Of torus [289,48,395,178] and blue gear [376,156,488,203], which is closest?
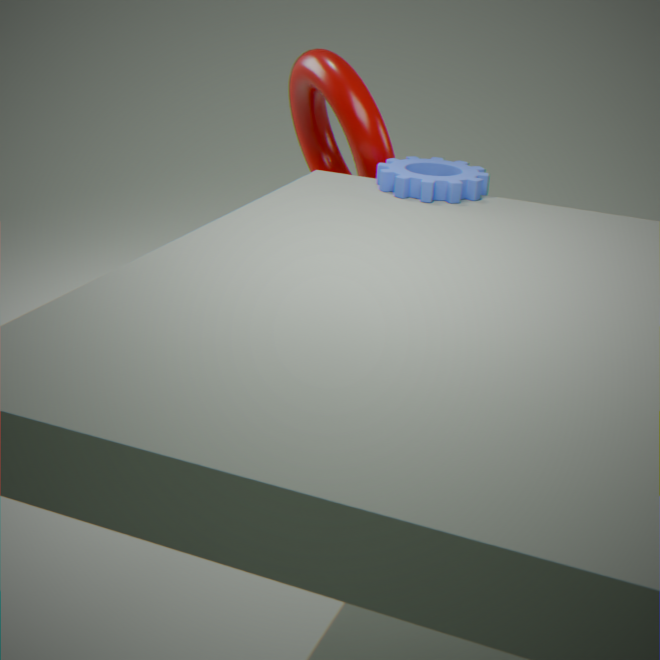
blue gear [376,156,488,203]
